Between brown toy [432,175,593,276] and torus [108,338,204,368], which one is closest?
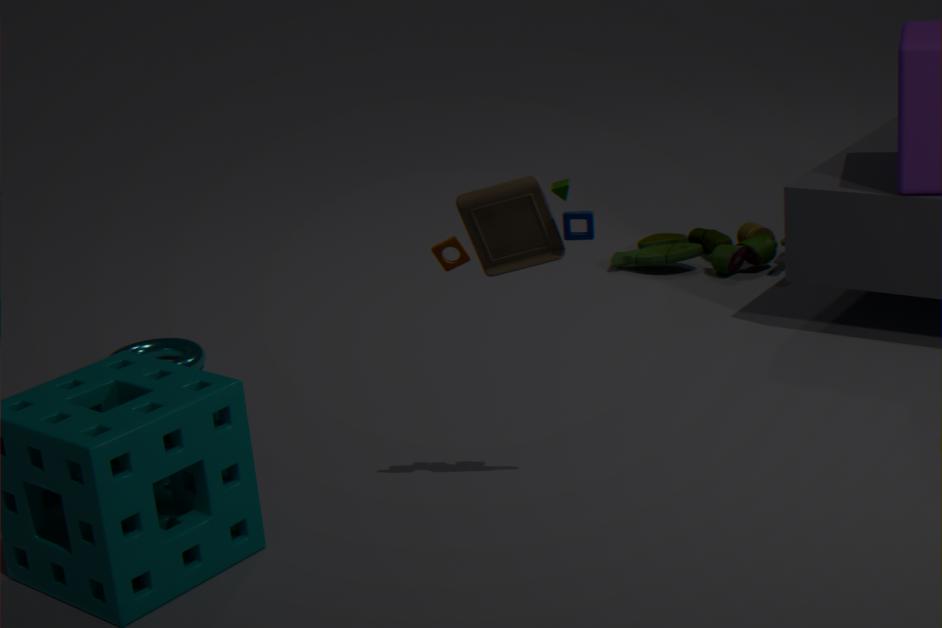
brown toy [432,175,593,276]
